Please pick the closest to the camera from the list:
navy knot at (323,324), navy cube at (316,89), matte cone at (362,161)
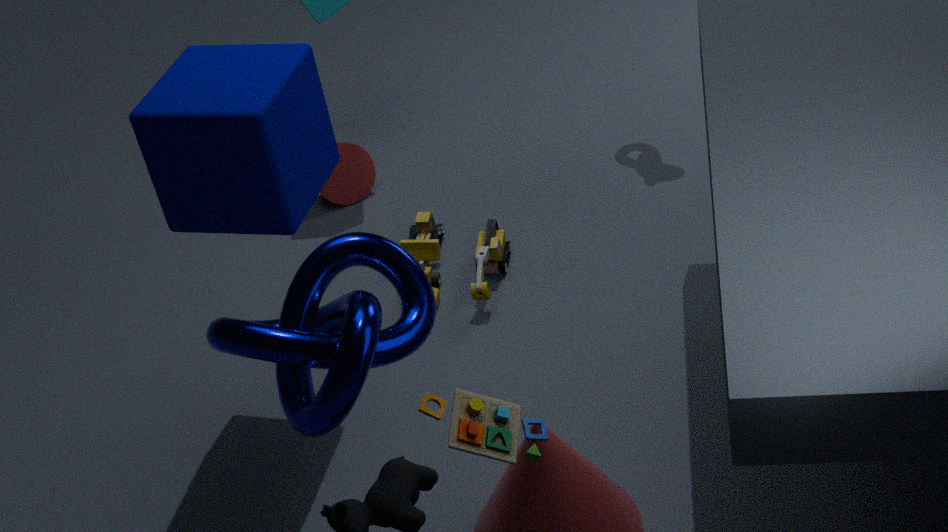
navy knot at (323,324)
